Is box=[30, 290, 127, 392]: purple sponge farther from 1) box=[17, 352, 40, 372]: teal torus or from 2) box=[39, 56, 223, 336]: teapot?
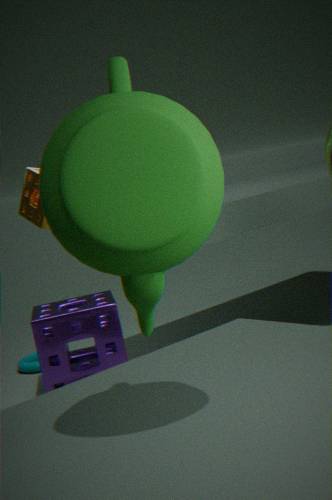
2) box=[39, 56, 223, 336]: teapot
